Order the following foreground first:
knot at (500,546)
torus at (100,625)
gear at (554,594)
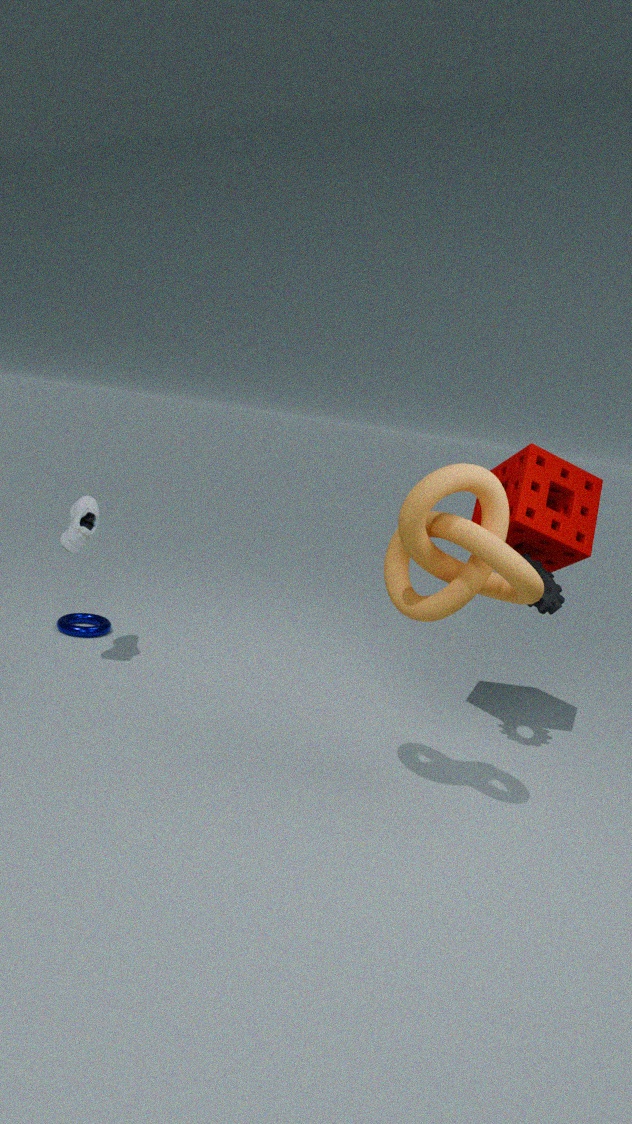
knot at (500,546) → gear at (554,594) → torus at (100,625)
